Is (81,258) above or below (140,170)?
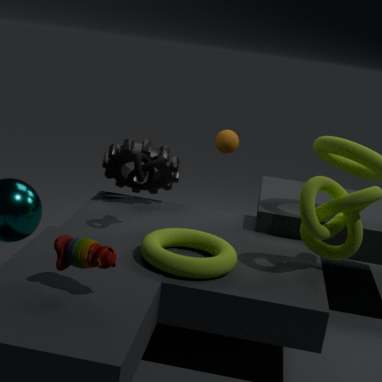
below
